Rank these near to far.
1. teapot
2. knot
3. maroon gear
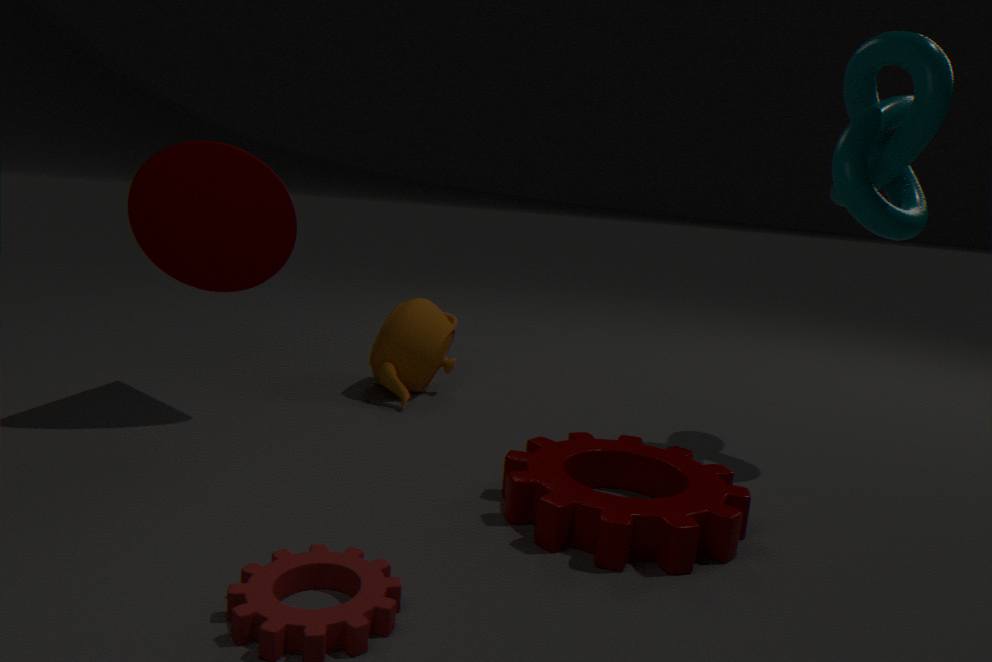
1. maroon gear
2. knot
3. teapot
